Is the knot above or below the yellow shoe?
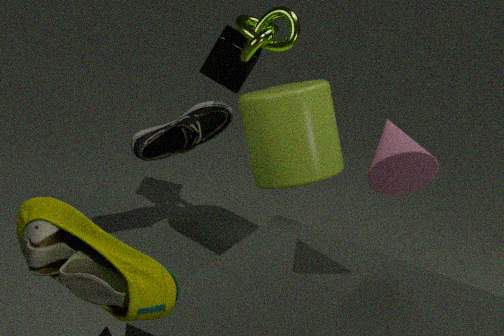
above
